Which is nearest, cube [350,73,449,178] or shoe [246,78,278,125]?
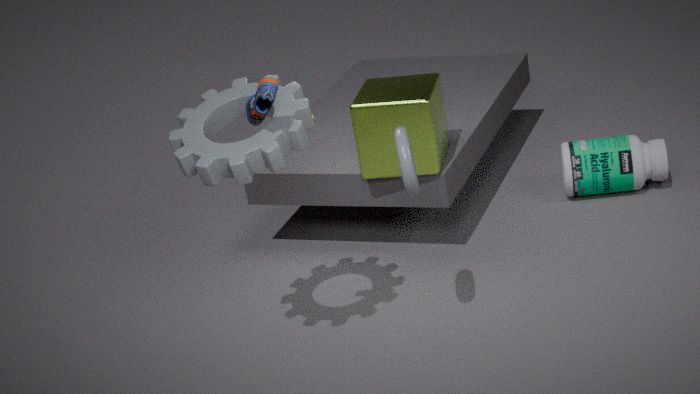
shoe [246,78,278,125]
